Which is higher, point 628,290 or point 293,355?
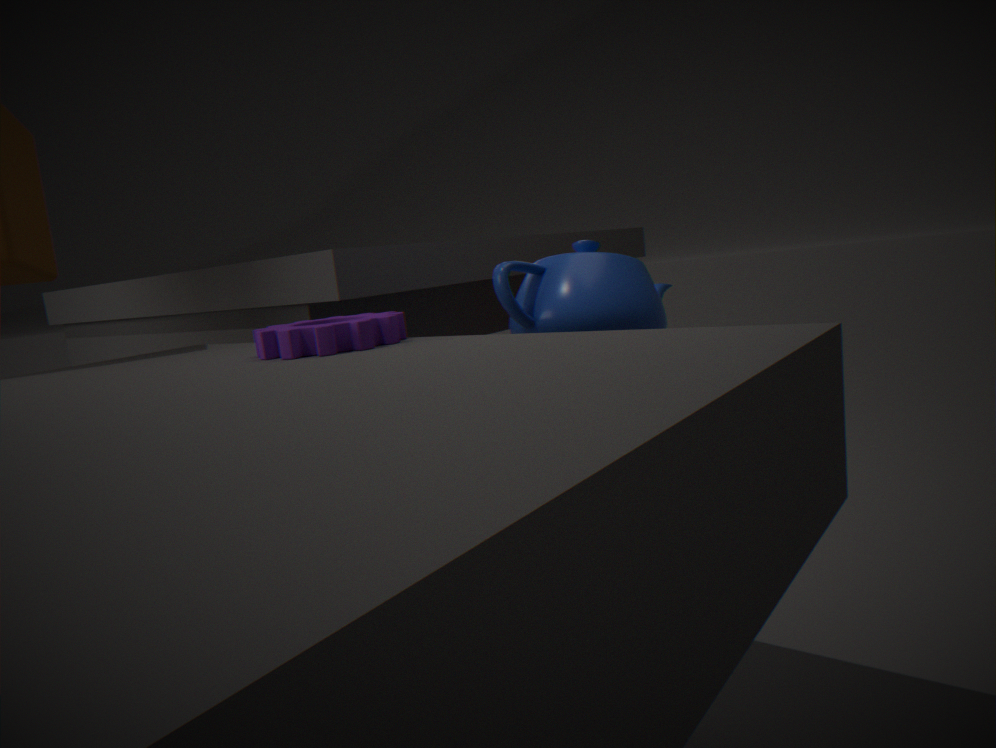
point 293,355
